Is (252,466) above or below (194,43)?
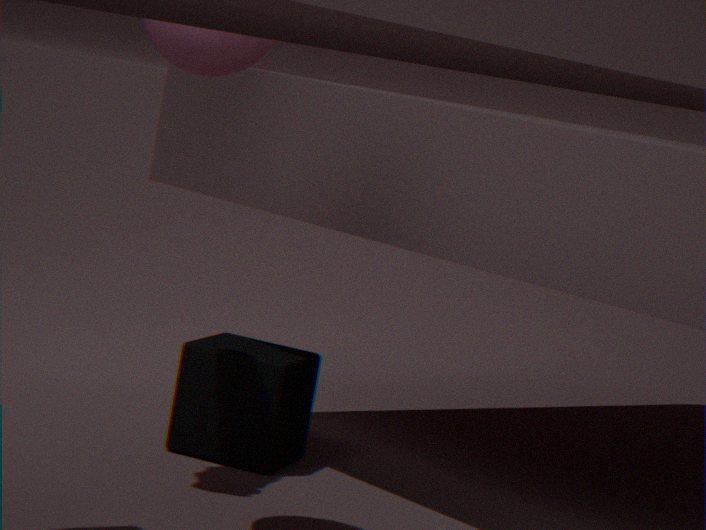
below
